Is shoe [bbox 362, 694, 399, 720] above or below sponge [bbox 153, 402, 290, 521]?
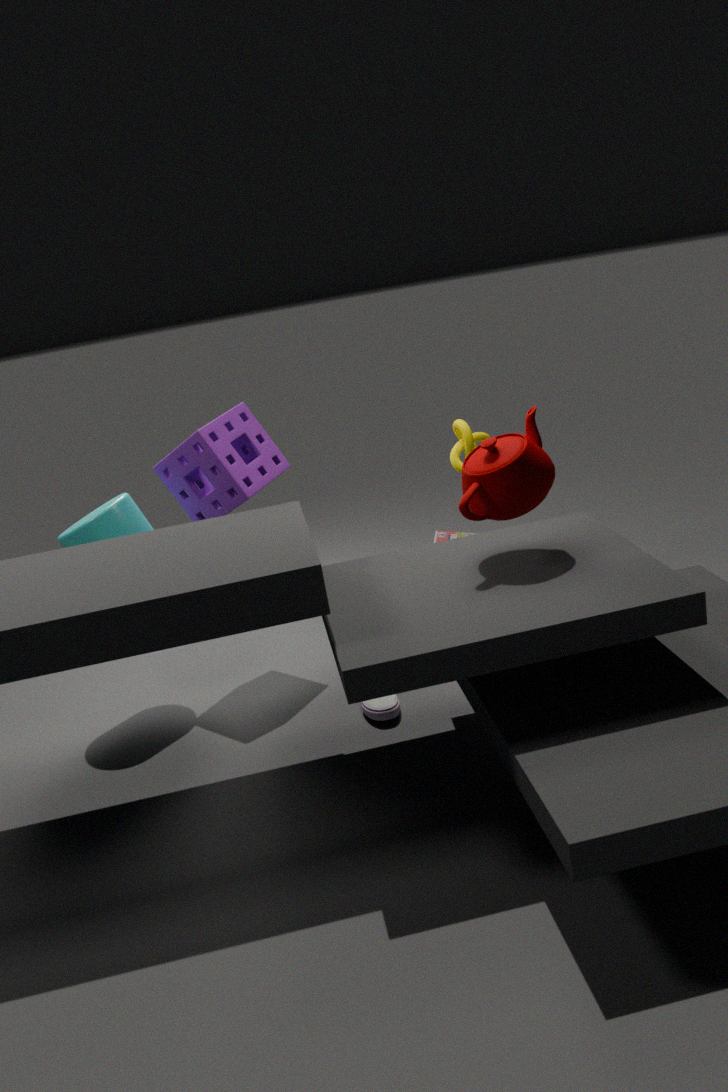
below
